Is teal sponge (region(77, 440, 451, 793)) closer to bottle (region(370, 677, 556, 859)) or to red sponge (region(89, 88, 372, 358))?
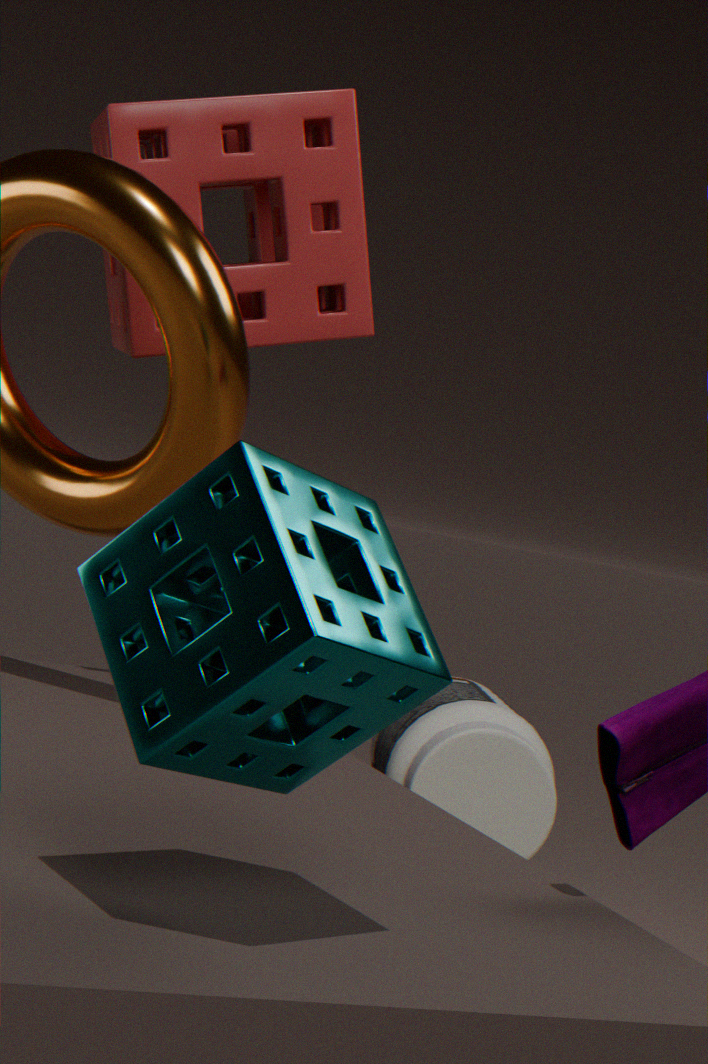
red sponge (region(89, 88, 372, 358))
